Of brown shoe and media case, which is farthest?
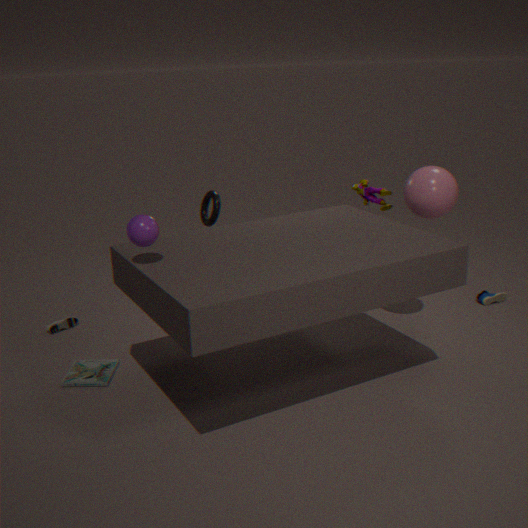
brown shoe
